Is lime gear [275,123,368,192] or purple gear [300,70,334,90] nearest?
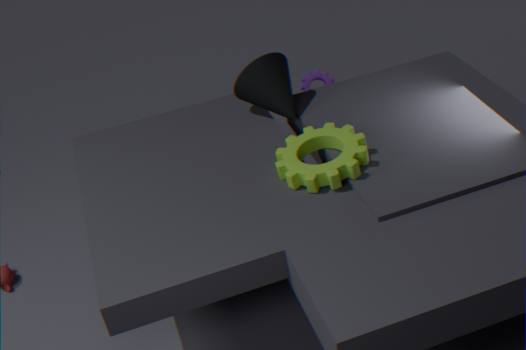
lime gear [275,123,368,192]
